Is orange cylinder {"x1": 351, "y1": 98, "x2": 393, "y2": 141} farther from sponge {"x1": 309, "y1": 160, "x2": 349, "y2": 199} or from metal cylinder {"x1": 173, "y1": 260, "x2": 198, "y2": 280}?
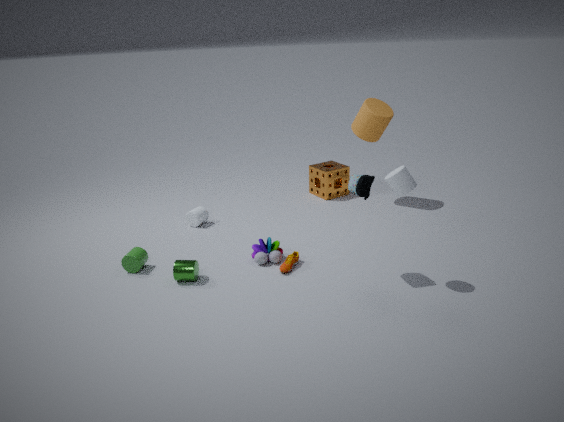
metal cylinder {"x1": 173, "y1": 260, "x2": 198, "y2": 280}
